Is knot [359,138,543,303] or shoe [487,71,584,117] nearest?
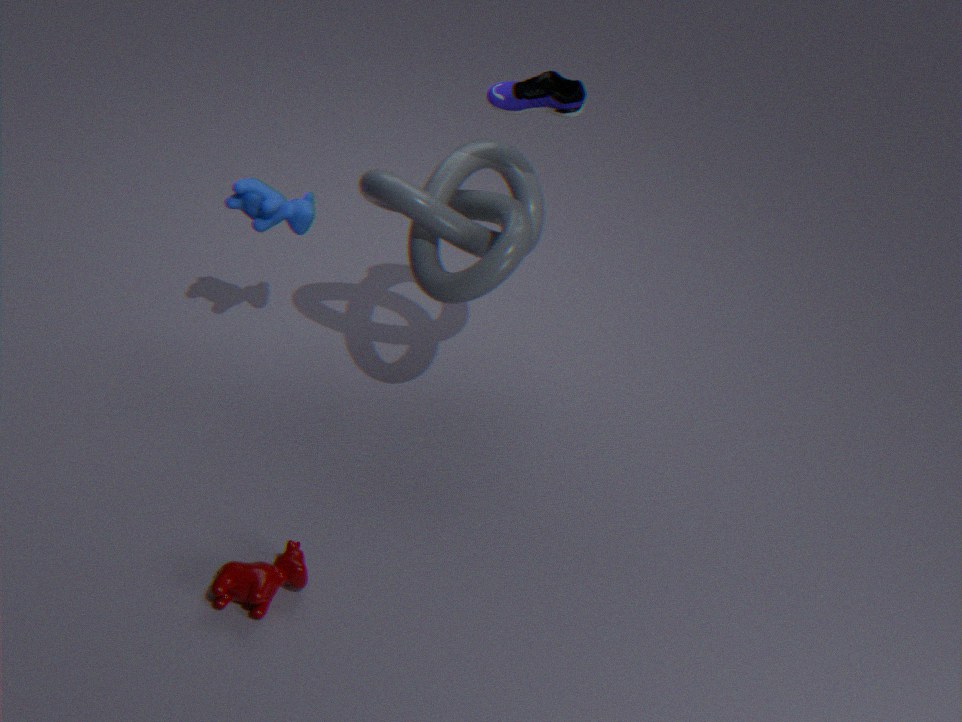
shoe [487,71,584,117]
